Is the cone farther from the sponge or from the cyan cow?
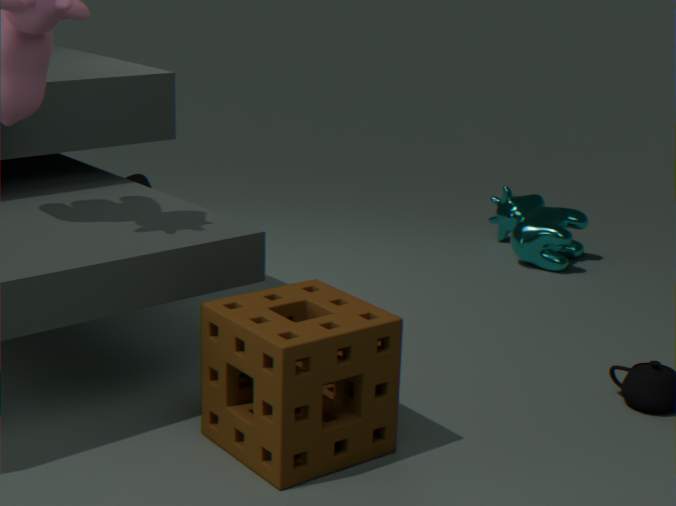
the cyan cow
